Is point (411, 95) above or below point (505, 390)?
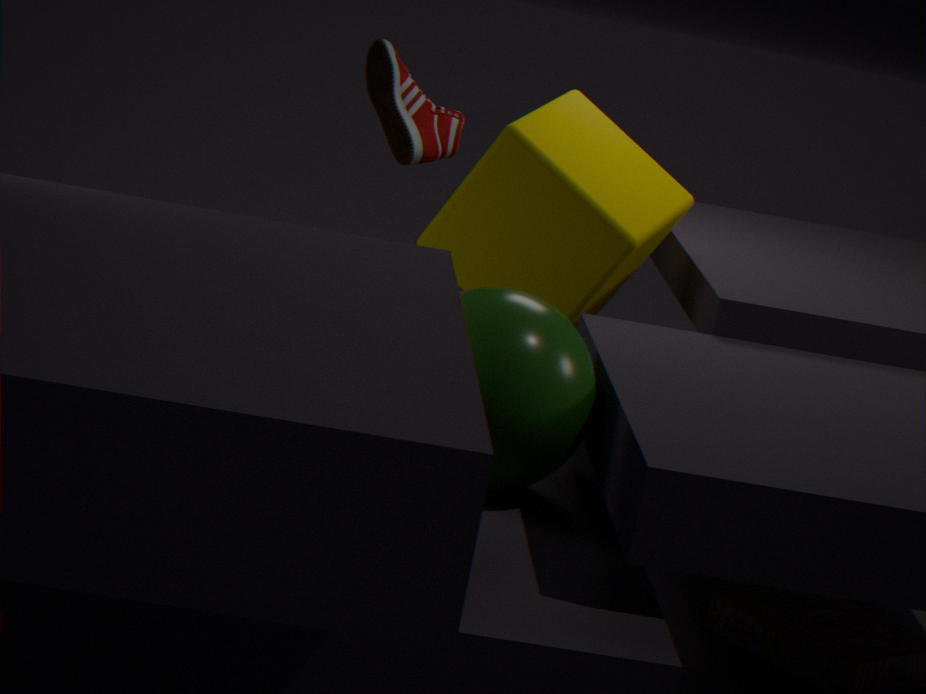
above
